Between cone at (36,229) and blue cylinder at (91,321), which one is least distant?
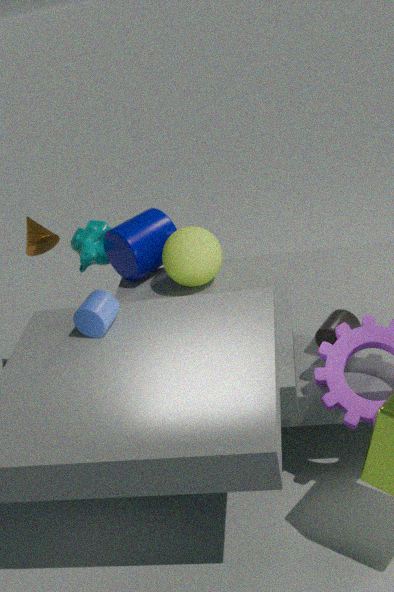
blue cylinder at (91,321)
